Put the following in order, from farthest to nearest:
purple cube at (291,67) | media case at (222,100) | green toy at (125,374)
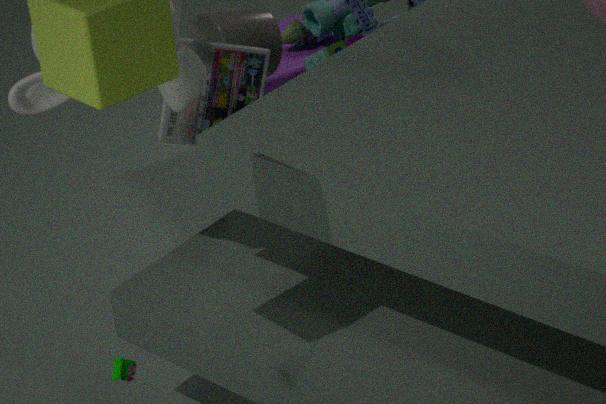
purple cube at (291,67) → media case at (222,100) → green toy at (125,374)
